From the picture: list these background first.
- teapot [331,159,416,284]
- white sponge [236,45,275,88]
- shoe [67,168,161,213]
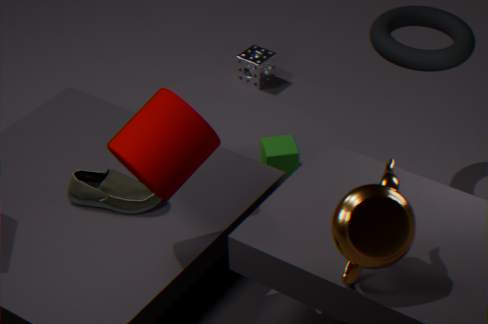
white sponge [236,45,275,88] → shoe [67,168,161,213] → teapot [331,159,416,284]
